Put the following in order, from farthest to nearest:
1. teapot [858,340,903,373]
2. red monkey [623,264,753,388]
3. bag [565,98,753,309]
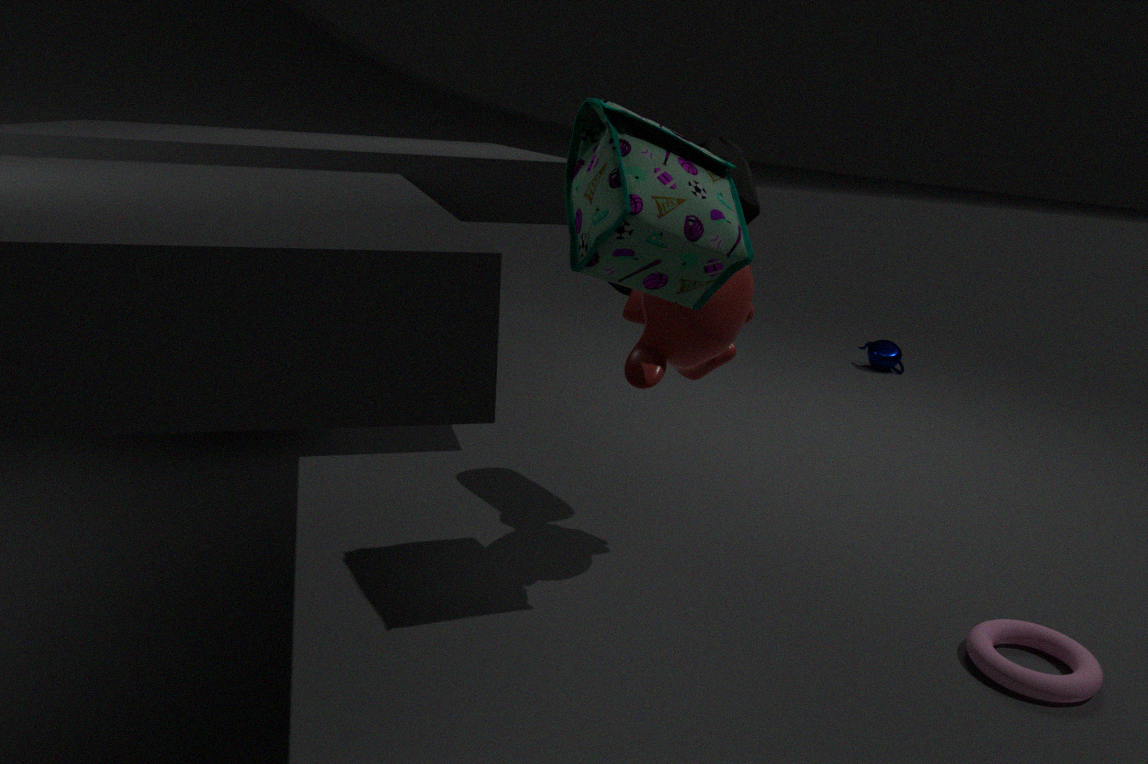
1. teapot [858,340,903,373]
2. red monkey [623,264,753,388]
3. bag [565,98,753,309]
